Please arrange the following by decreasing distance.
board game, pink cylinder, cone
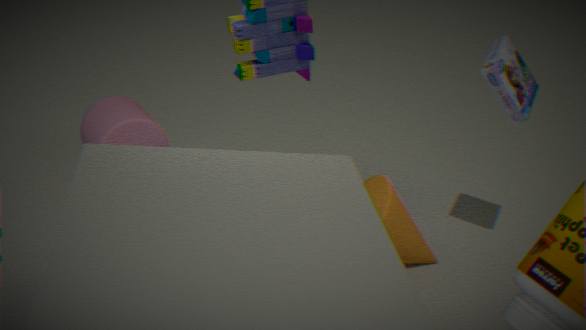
pink cylinder
board game
cone
